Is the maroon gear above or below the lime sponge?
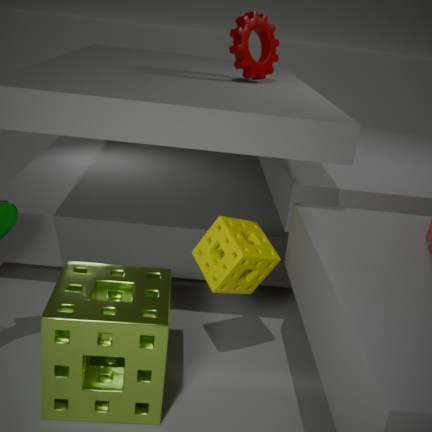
above
